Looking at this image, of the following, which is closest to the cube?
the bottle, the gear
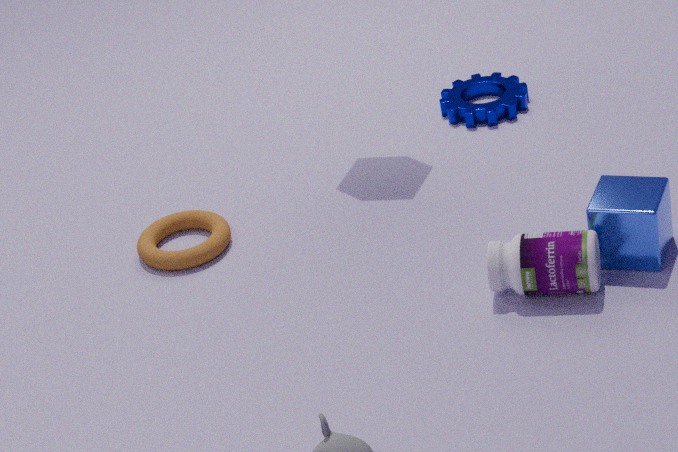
the bottle
